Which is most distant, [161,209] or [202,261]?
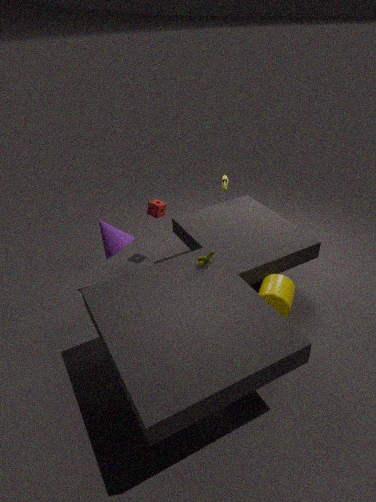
[161,209]
